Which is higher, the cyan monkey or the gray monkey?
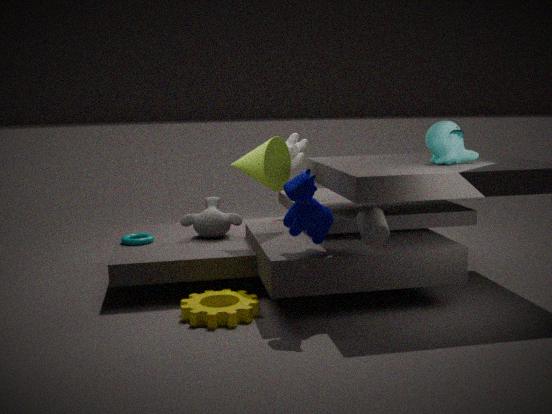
the cyan monkey
